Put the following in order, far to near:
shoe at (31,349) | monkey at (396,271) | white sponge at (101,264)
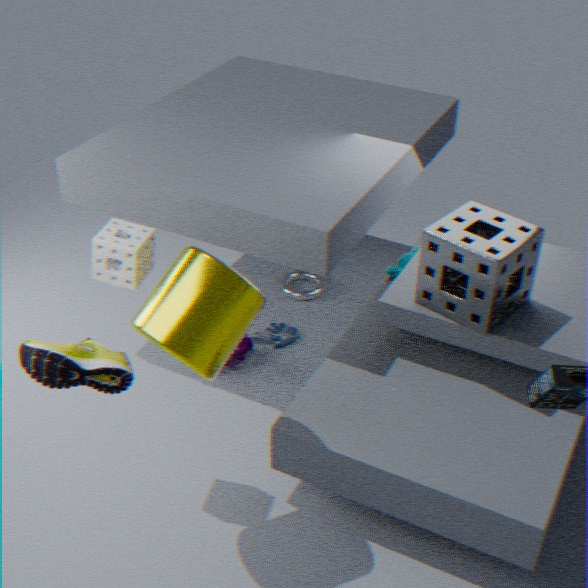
monkey at (396,271) → white sponge at (101,264) → shoe at (31,349)
